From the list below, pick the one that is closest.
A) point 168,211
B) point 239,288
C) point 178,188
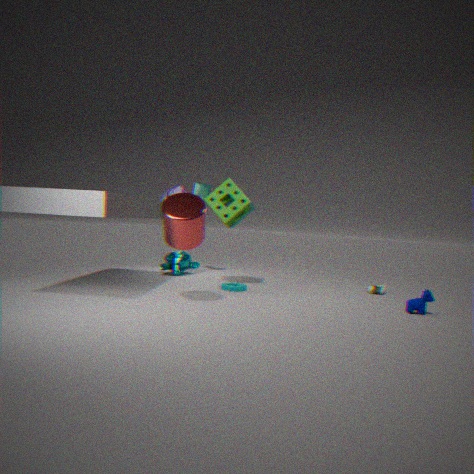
point 168,211
